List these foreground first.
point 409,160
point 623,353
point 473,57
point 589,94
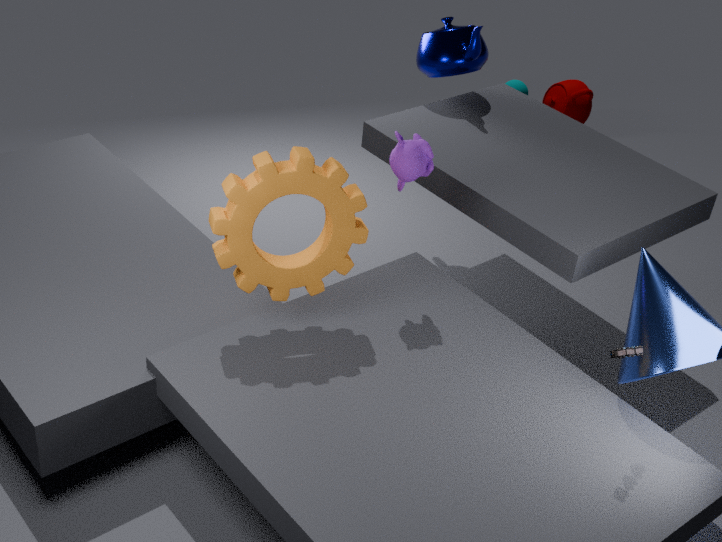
point 623,353 < point 409,160 < point 473,57 < point 589,94
